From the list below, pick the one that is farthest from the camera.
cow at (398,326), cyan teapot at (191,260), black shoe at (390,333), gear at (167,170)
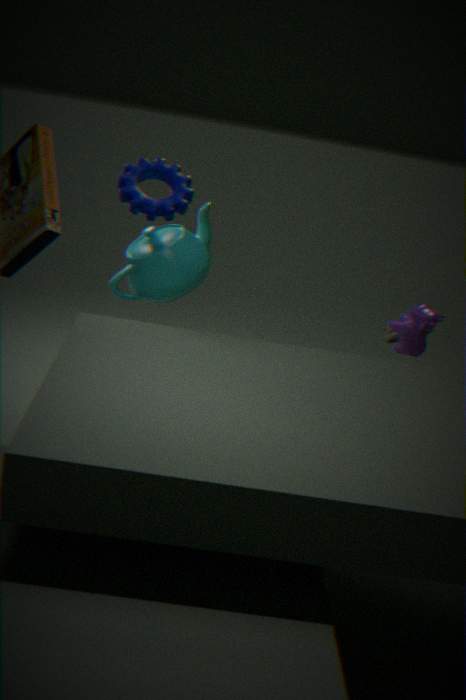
black shoe at (390,333)
